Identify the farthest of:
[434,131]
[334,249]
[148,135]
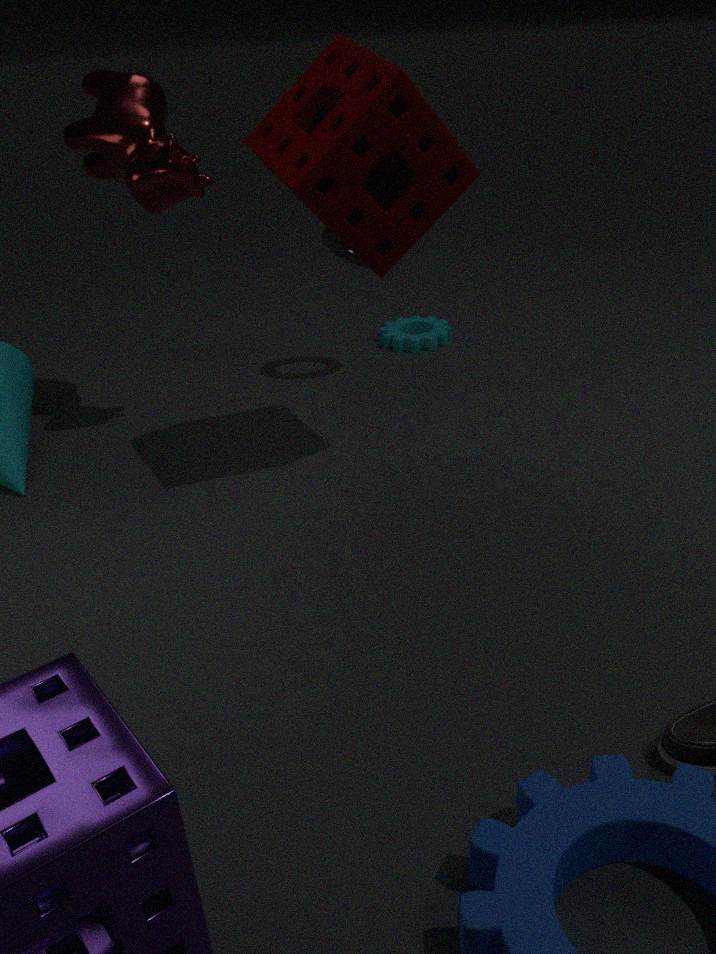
[334,249]
